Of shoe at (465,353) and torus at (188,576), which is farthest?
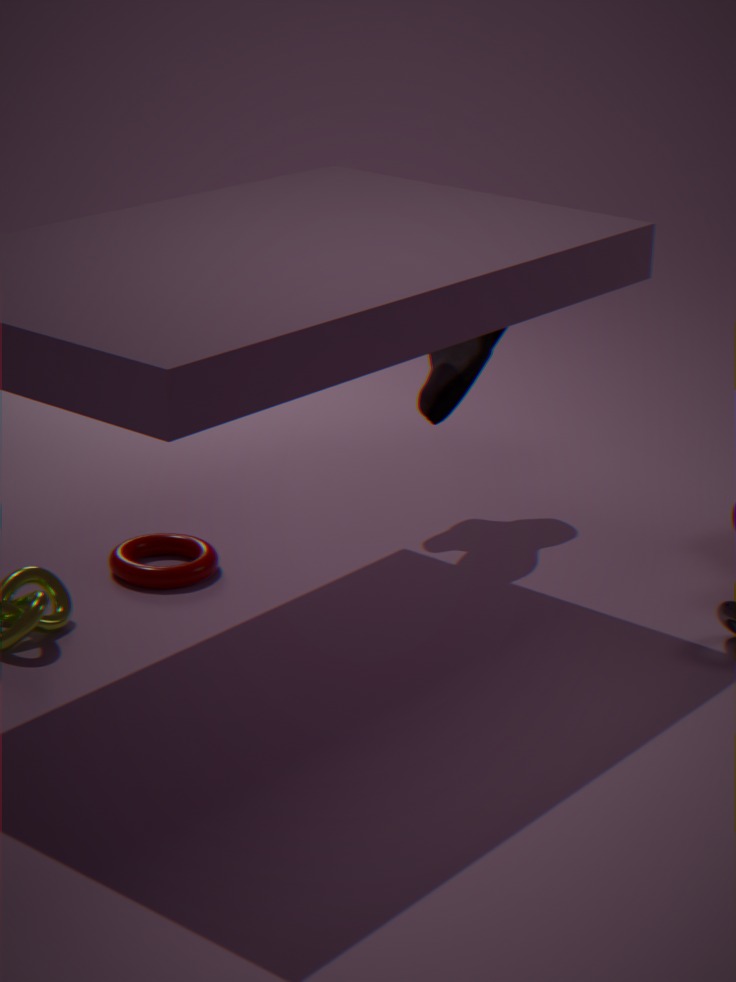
shoe at (465,353)
